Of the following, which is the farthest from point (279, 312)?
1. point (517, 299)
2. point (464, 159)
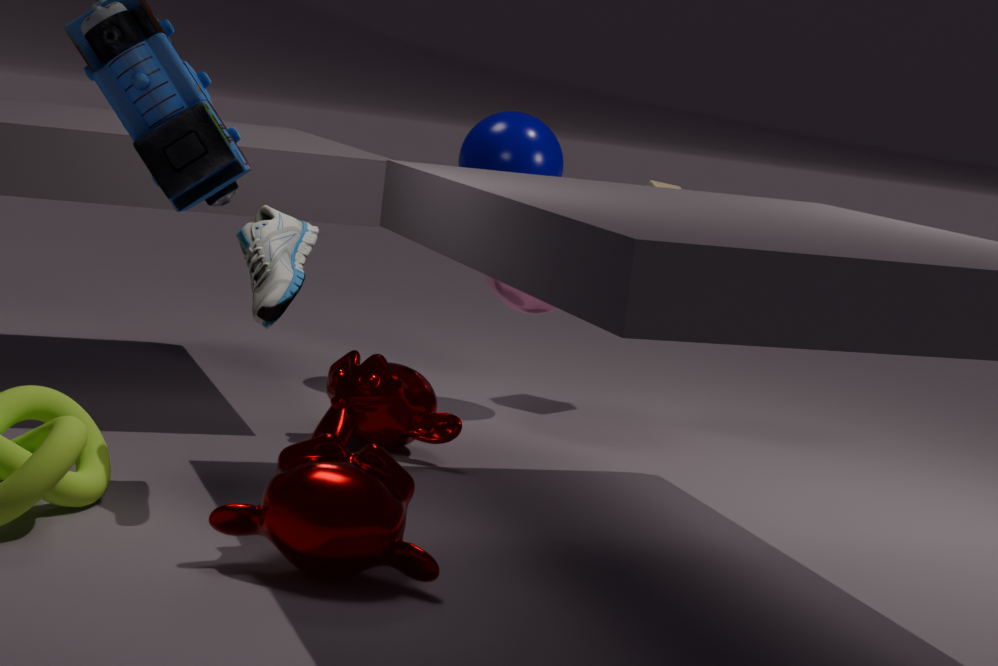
point (464, 159)
